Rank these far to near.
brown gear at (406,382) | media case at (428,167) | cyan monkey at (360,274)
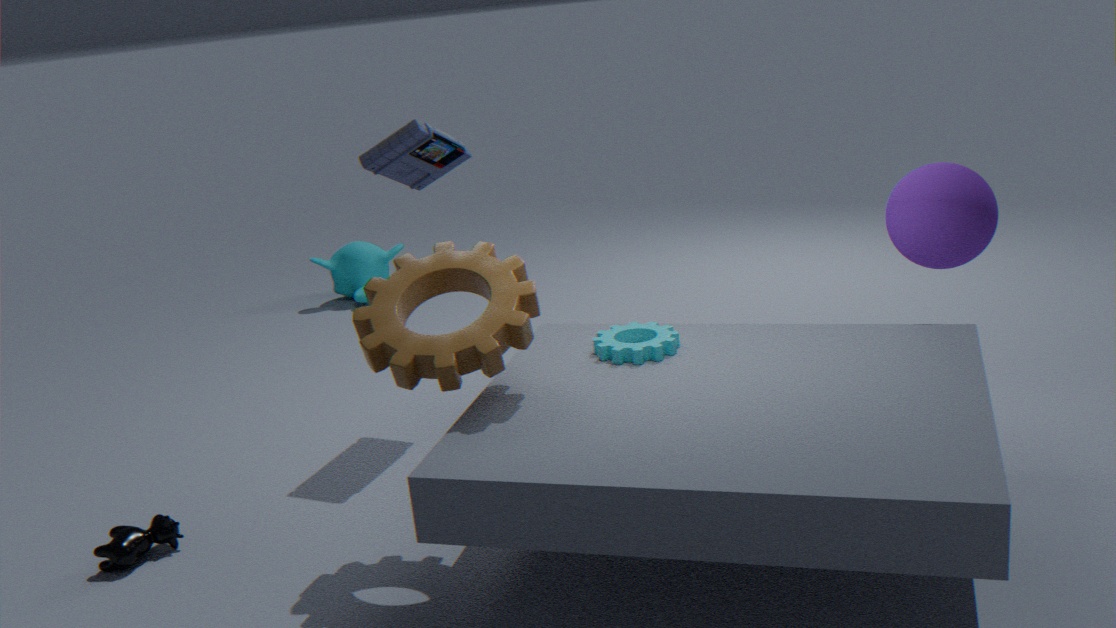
cyan monkey at (360,274), media case at (428,167), brown gear at (406,382)
